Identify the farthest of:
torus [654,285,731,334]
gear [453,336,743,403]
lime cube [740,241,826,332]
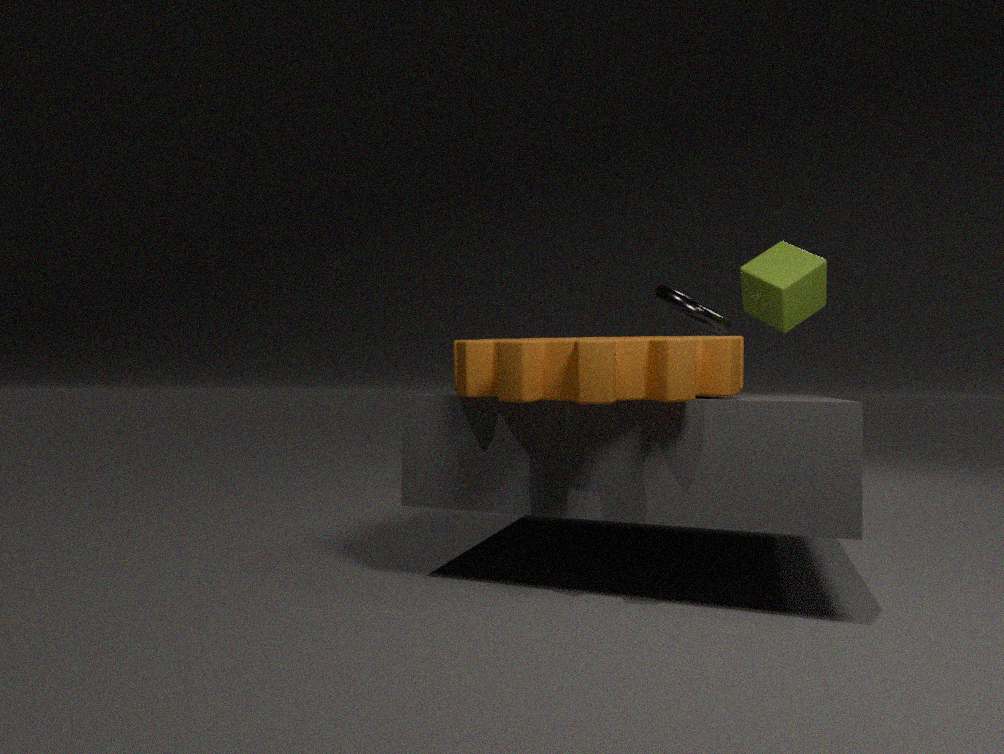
torus [654,285,731,334]
